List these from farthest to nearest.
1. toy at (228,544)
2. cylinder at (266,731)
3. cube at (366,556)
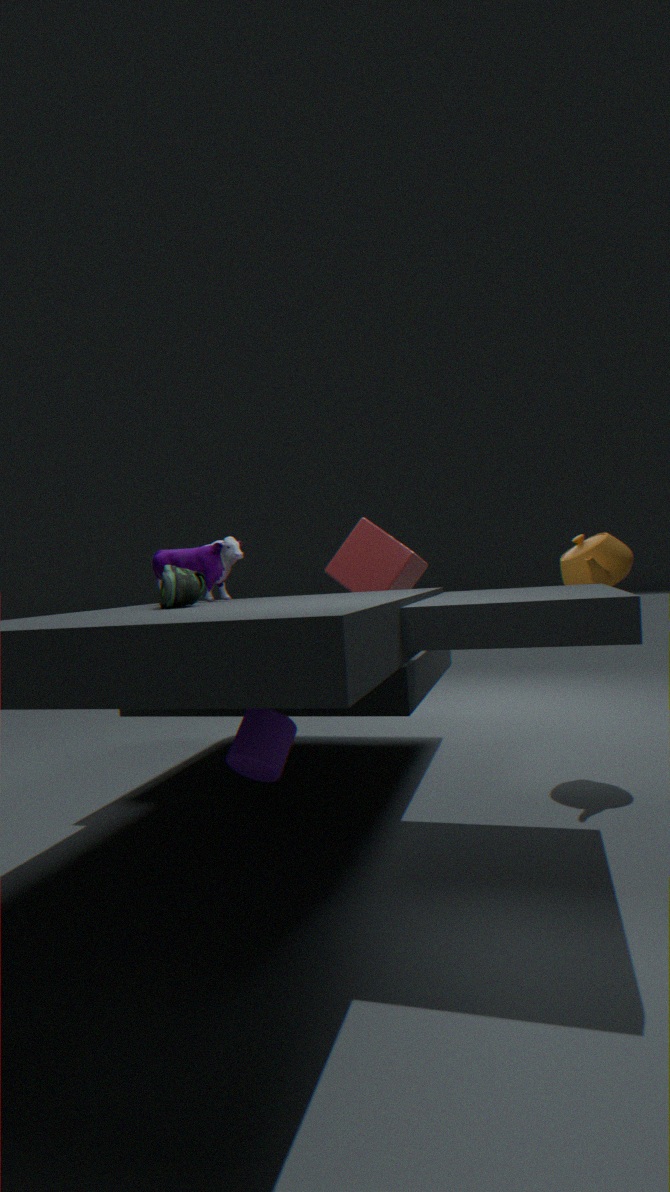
1. cube at (366,556)
2. toy at (228,544)
3. cylinder at (266,731)
